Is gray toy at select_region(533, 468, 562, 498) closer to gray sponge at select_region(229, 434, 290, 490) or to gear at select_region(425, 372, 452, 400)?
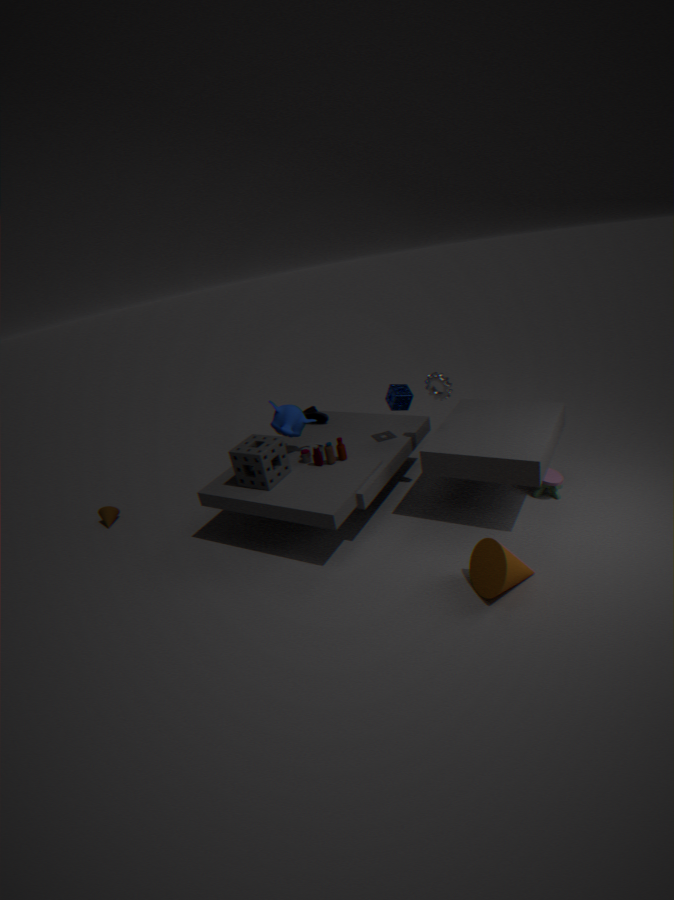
gear at select_region(425, 372, 452, 400)
